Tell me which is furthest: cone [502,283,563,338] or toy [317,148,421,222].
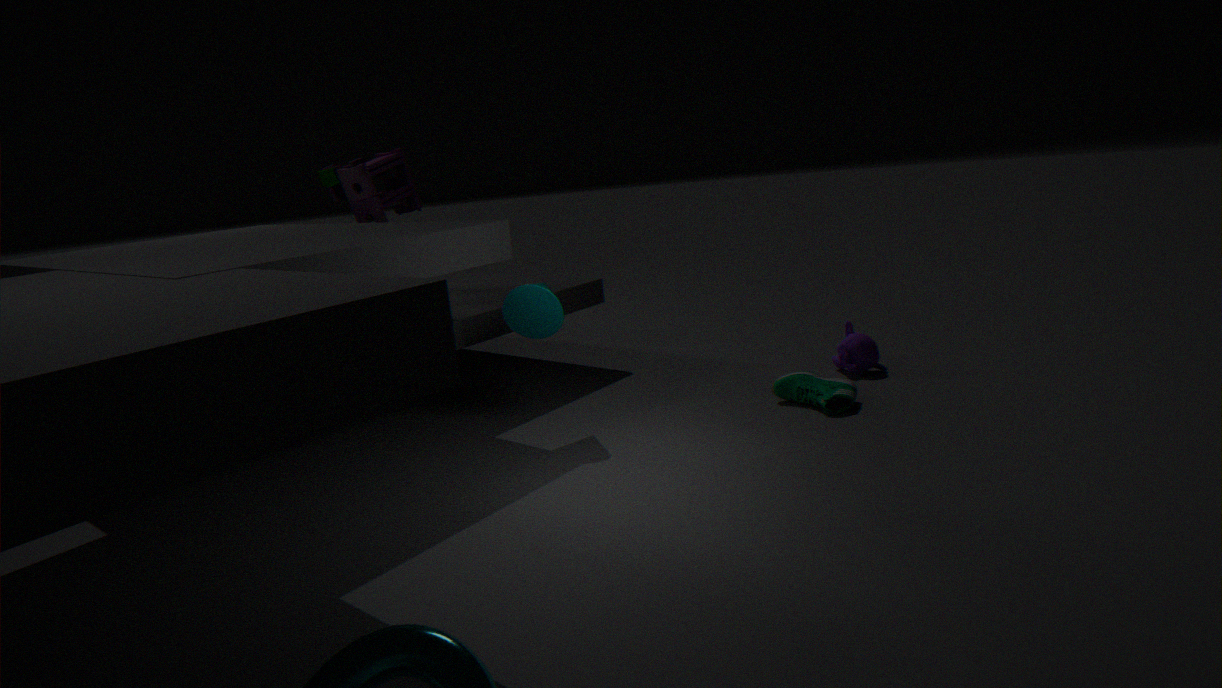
toy [317,148,421,222]
